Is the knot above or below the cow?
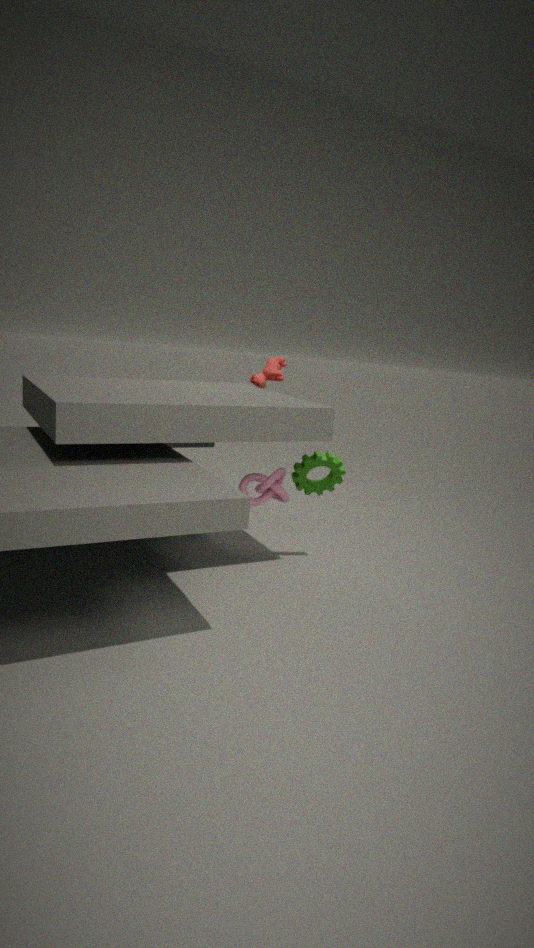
below
